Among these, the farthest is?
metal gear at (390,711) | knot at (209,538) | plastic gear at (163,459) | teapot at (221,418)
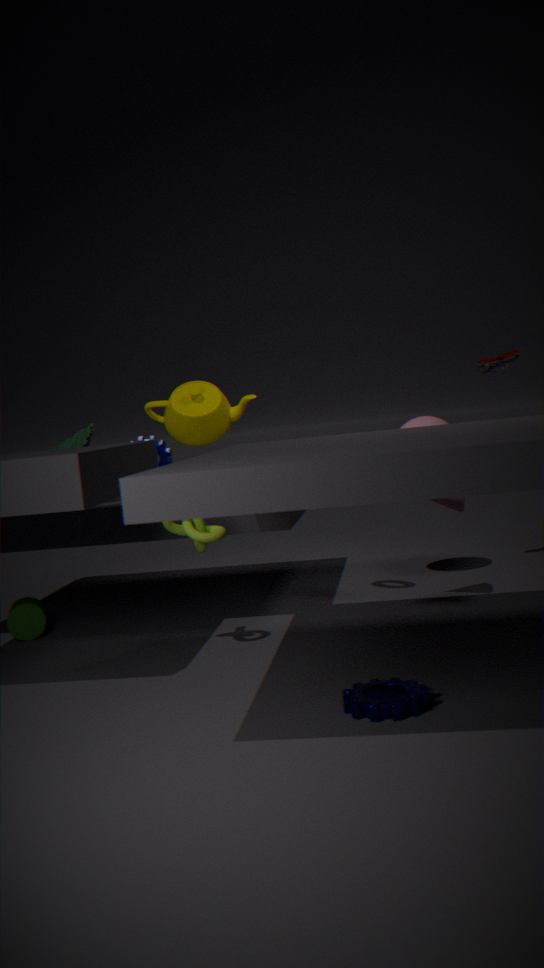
plastic gear at (163,459)
